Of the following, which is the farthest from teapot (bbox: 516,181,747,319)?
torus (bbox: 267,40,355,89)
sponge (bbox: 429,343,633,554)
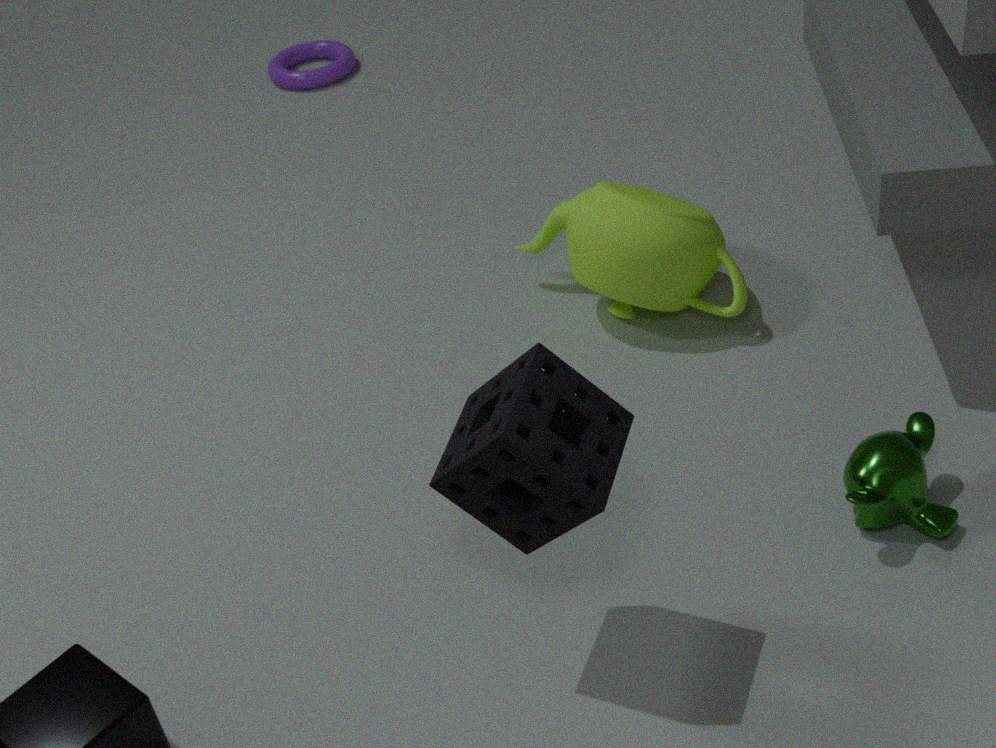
torus (bbox: 267,40,355,89)
